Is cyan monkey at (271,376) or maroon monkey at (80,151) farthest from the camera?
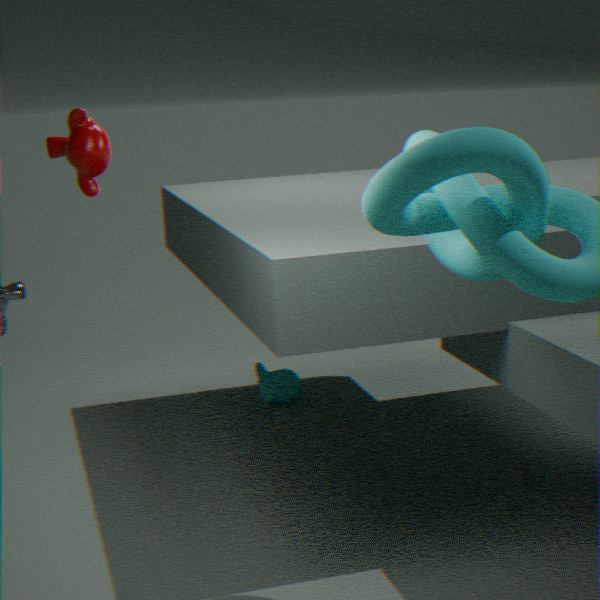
cyan monkey at (271,376)
